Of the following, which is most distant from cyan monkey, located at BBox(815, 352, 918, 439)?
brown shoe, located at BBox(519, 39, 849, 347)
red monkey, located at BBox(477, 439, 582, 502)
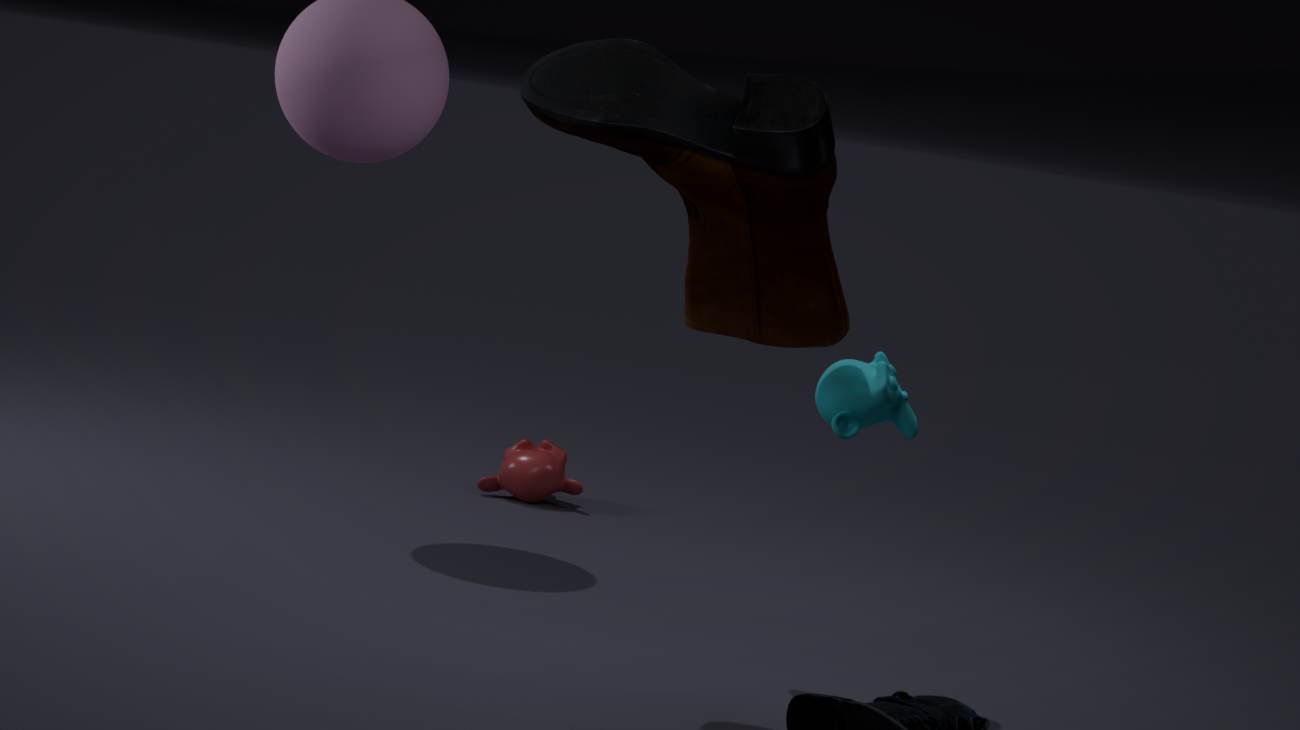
red monkey, located at BBox(477, 439, 582, 502)
